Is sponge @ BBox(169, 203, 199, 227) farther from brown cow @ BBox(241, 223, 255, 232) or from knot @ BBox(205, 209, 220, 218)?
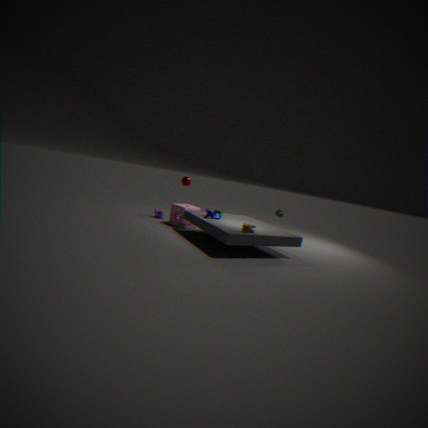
brown cow @ BBox(241, 223, 255, 232)
